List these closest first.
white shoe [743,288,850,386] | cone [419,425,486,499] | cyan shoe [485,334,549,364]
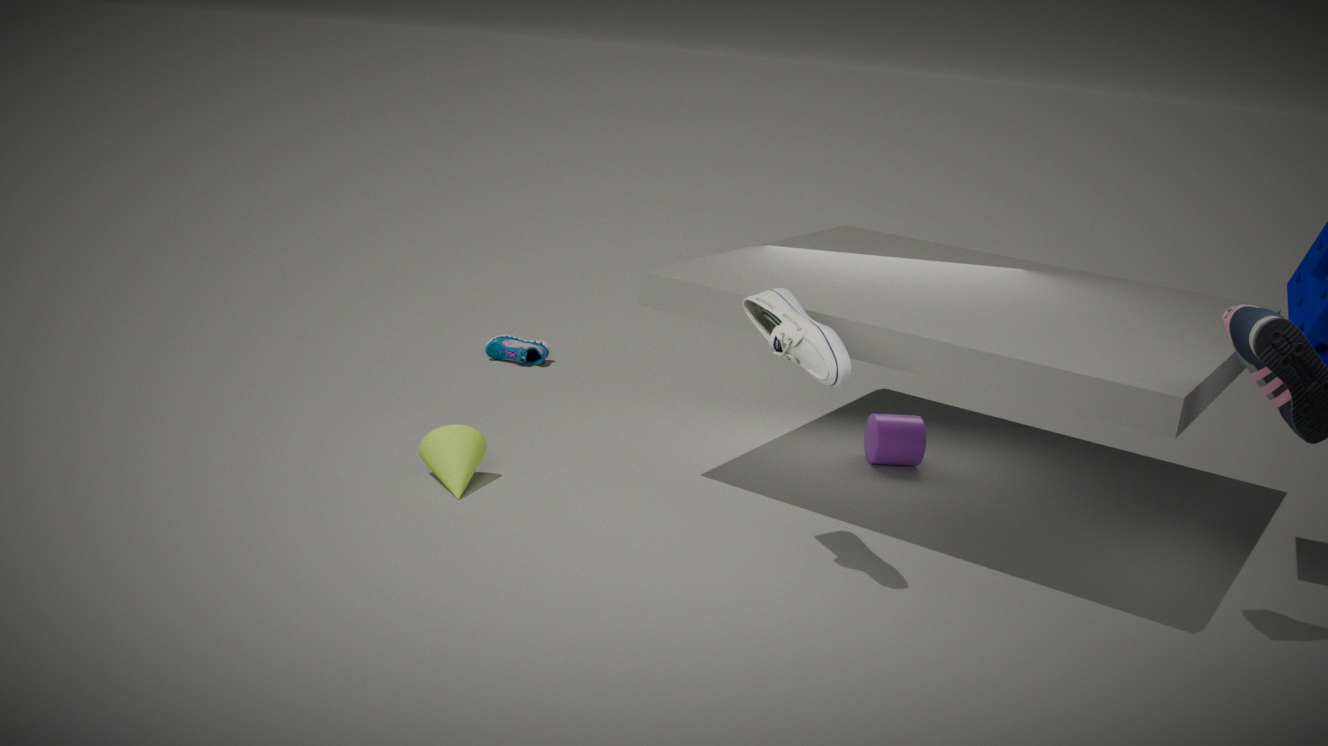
1. white shoe [743,288,850,386]
2. cone [419,425,486,499]
3. cyan shoe [485,334,549,364]
